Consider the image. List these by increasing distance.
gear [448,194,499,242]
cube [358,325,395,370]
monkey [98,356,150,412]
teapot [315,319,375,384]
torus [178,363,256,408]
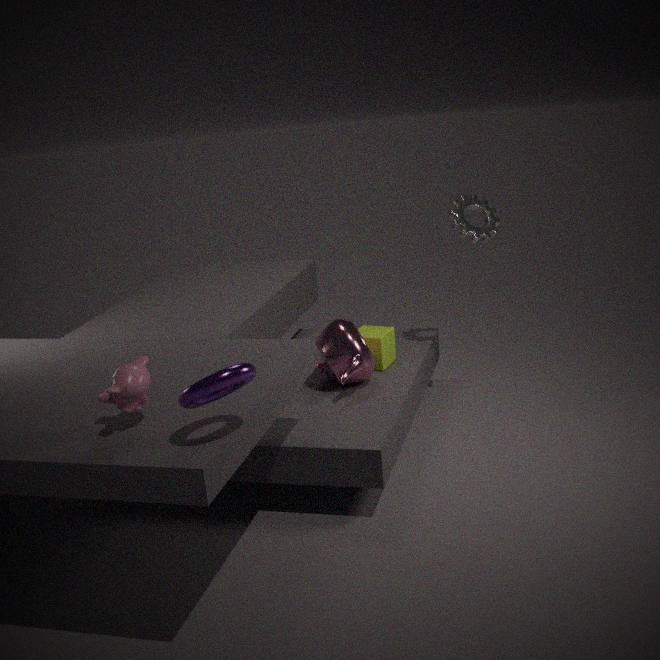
torus [178,363,256,408] < monkey [98,356,150,412] < teapot [315,319,375,384] < cube [358,325,395,370] < gear [448,194,499,242]
